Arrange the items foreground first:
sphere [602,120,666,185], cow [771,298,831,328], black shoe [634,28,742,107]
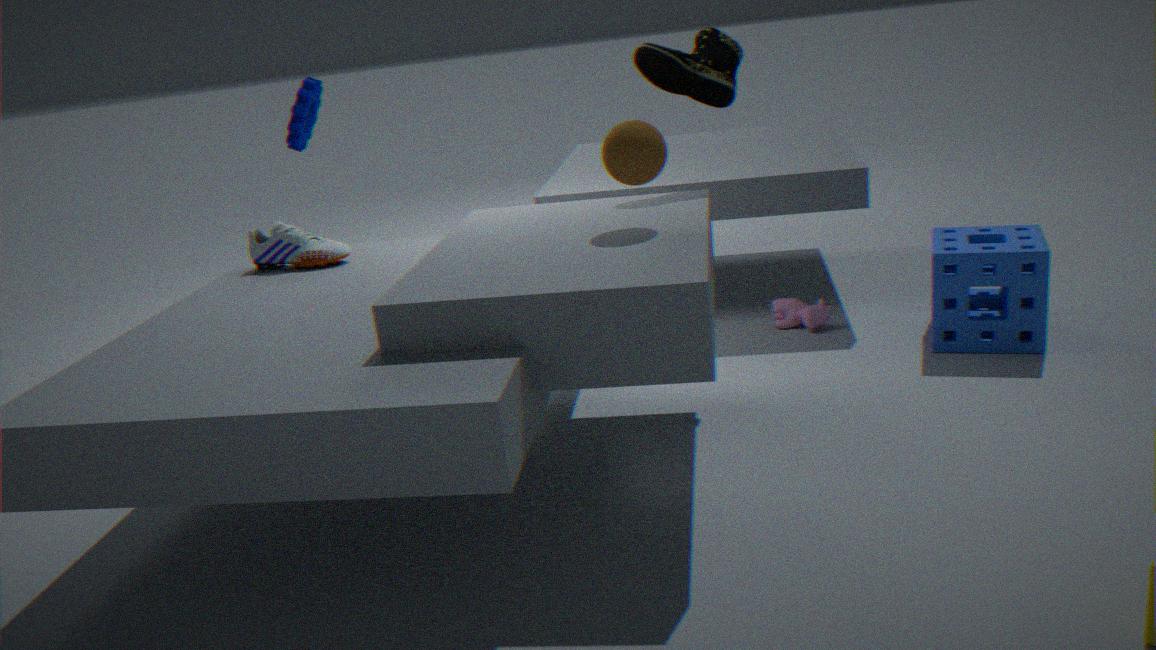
A: 1. sphere [602,120,666,185]
2. black shoe [634,28,742,107]
3. cow [771,298,831,328]
